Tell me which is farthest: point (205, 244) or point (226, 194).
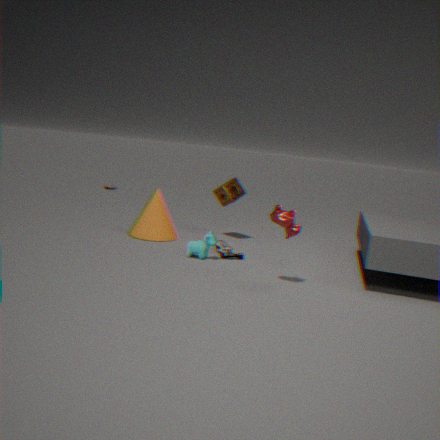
point (226, 194)
